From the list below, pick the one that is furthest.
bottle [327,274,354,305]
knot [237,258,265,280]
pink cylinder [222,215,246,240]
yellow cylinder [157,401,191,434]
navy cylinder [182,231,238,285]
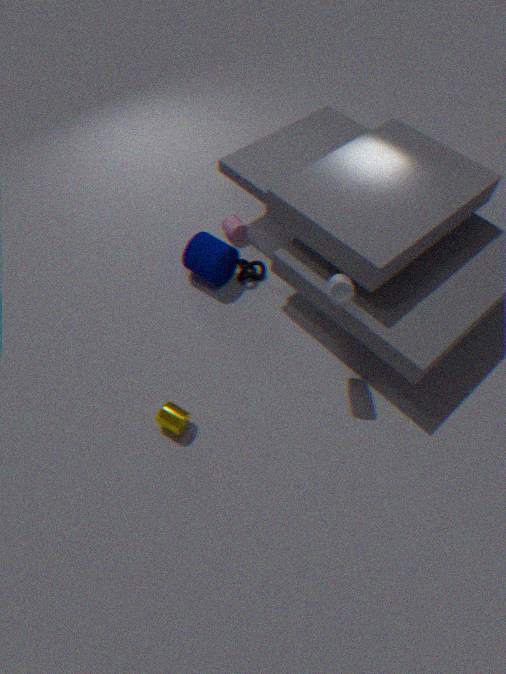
pink cylinder [222,215,246,240]
